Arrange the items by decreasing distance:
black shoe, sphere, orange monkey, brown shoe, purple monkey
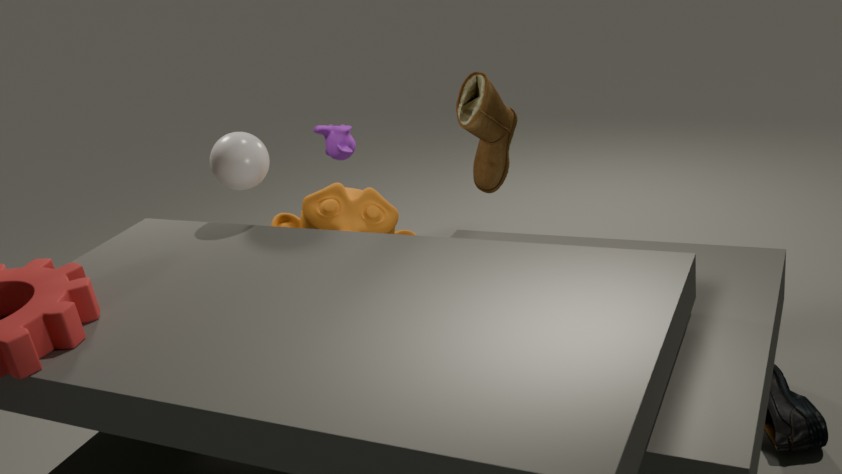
1. purple monkey
2. brown shoe
3. orange monkey
4. sphere
5. black shoe
